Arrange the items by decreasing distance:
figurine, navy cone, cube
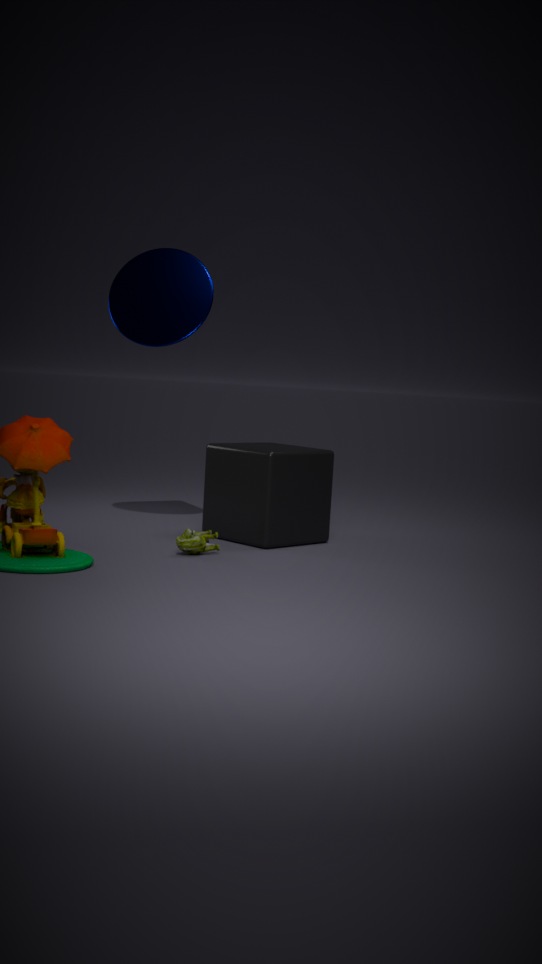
navy cone → cube → figurine
